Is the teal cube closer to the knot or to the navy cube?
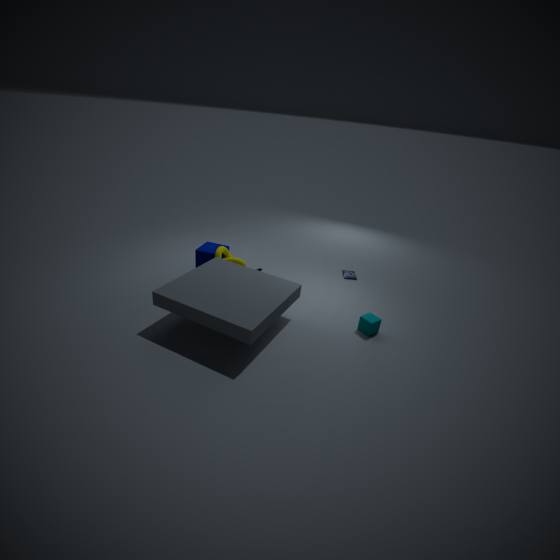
the knot
